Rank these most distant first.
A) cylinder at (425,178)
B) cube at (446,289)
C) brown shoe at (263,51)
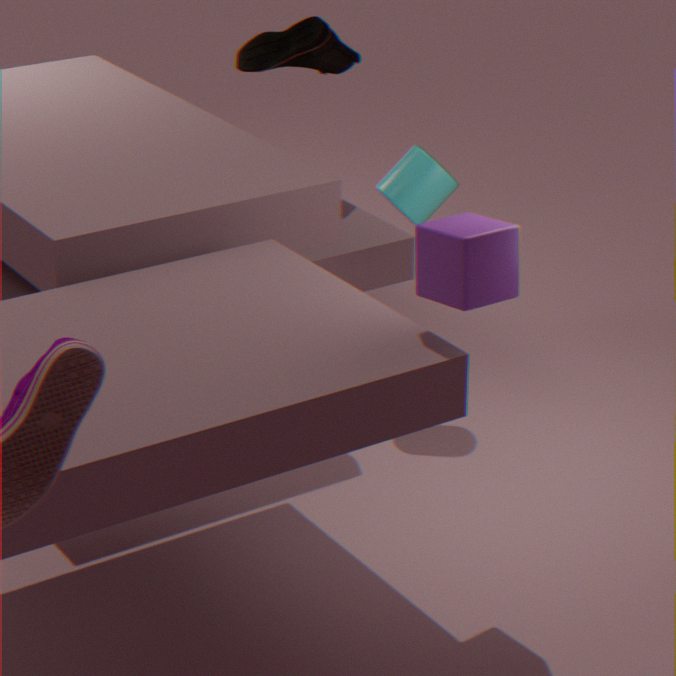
brown shoe at (263,51)
cylinder at (425,178)
cube at (446,289)
